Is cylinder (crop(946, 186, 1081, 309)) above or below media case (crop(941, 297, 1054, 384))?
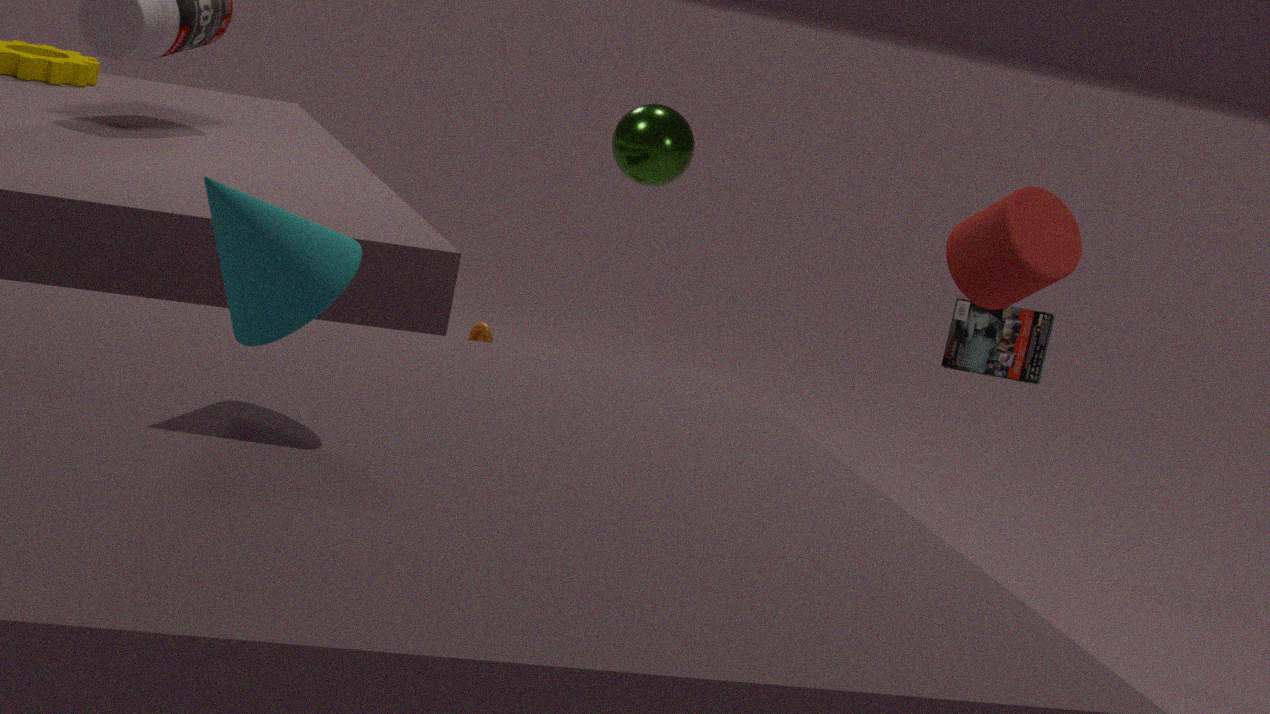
above
